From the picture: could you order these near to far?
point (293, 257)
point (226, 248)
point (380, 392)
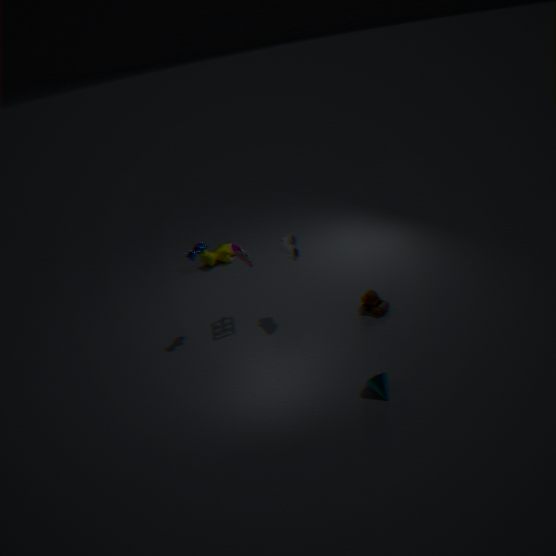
point (380, 392)
point (293, 257)
point (226, 248)
